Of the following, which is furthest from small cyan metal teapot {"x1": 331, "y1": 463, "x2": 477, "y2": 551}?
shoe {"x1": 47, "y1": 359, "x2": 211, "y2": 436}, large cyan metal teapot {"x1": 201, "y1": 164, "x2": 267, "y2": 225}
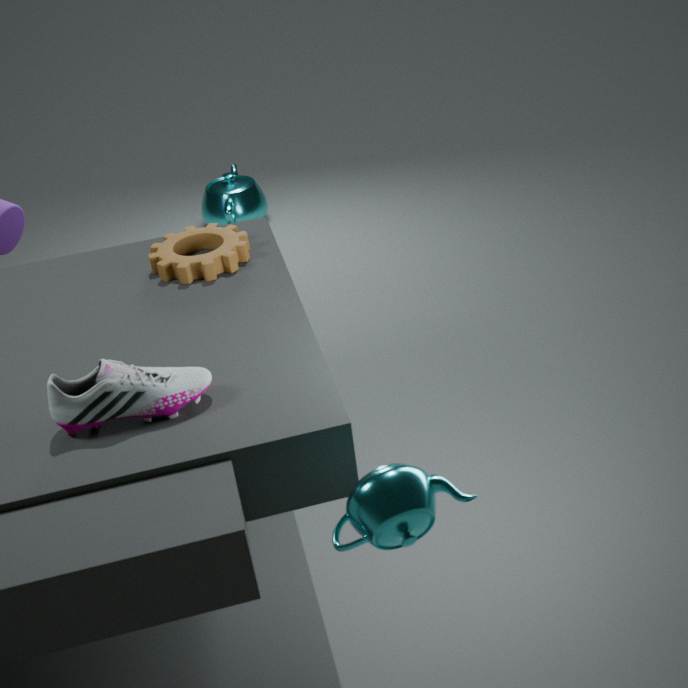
large cyan metal teapot {"x1": 201, "y1": 164, "x2": 267, "y2": 225}
